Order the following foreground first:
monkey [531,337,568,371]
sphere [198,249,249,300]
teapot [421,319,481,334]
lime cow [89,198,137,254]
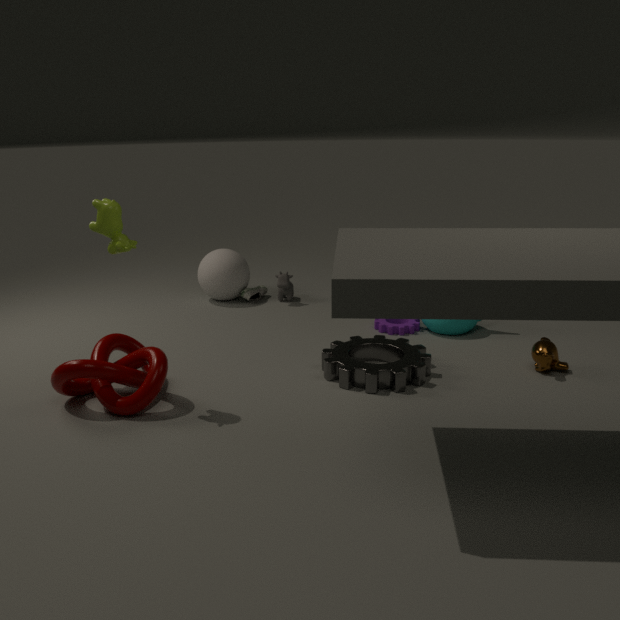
lime cow [89,198,137,254], monkey [531,337,568,371], teapot [421,319,481,334], sphere [198,249,249,300]
